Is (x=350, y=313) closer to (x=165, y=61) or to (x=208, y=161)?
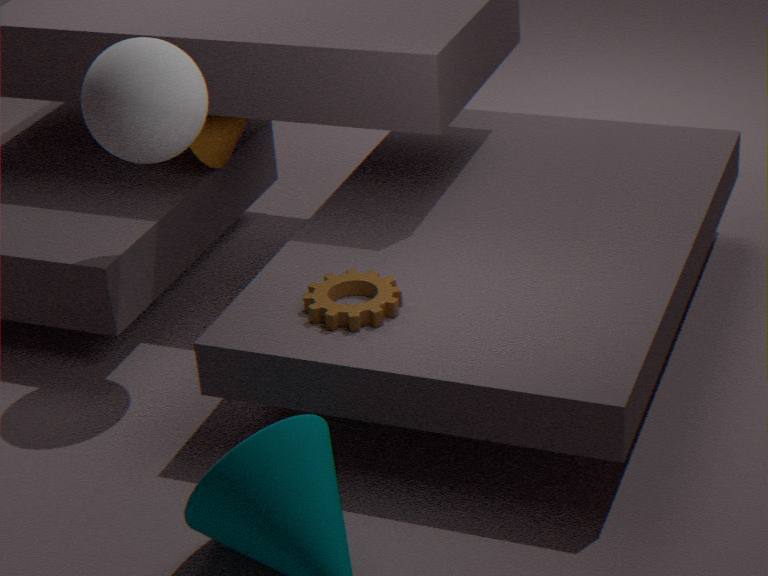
(x=165, y=61)
